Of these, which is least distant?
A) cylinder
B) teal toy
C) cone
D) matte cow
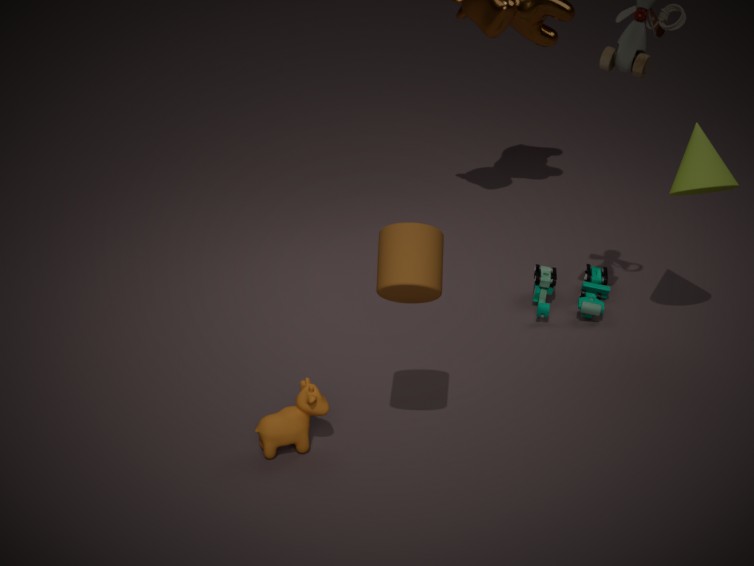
cylinder
